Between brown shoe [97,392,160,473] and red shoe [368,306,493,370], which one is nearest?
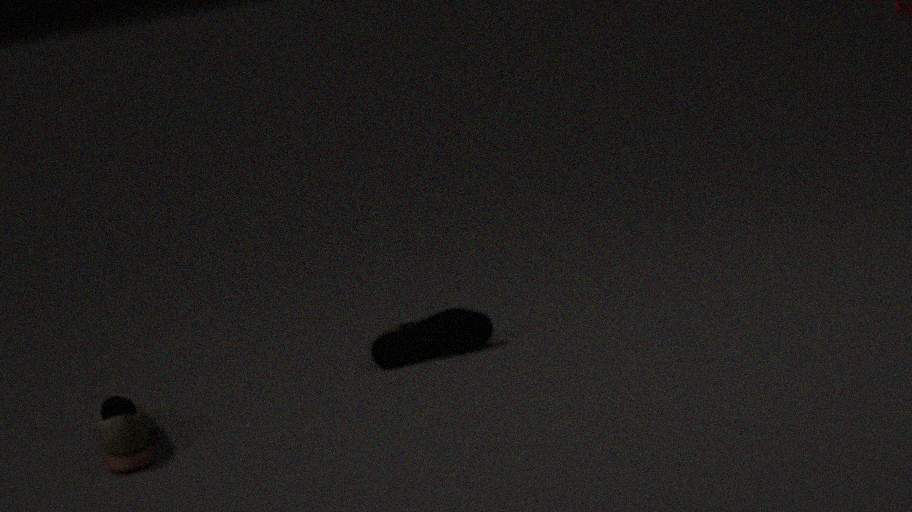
brown shoe [97,392,160,473]
